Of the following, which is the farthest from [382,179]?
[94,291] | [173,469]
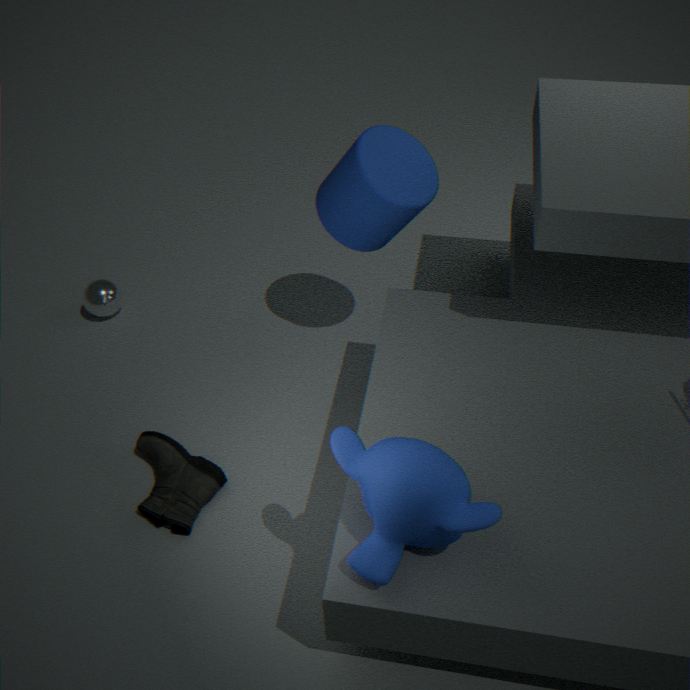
[94,291]
